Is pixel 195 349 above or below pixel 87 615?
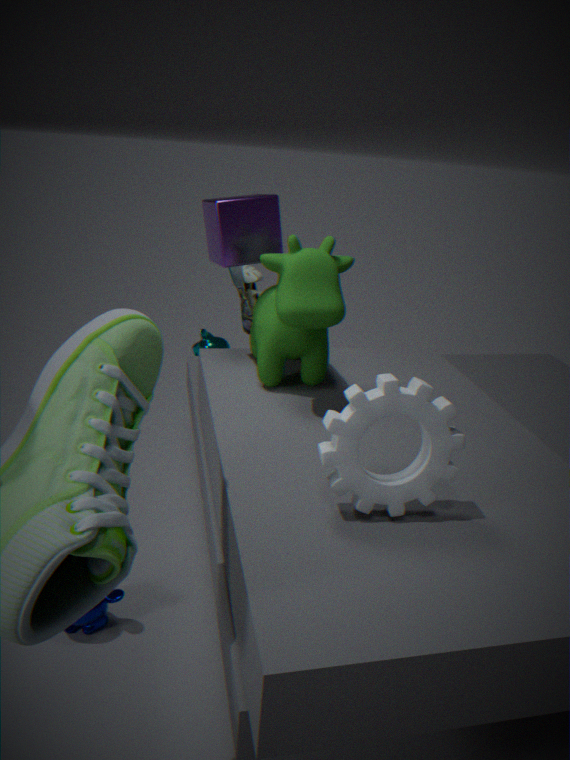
above
